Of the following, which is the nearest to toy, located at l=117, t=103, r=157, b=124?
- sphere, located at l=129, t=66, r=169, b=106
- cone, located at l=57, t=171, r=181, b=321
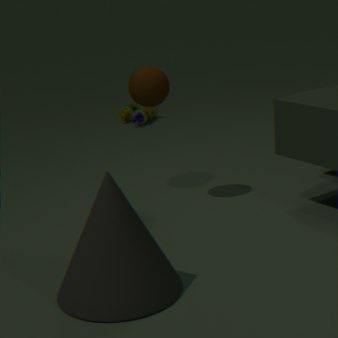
sphere, located at l=129, t=66, r=169, b=106
